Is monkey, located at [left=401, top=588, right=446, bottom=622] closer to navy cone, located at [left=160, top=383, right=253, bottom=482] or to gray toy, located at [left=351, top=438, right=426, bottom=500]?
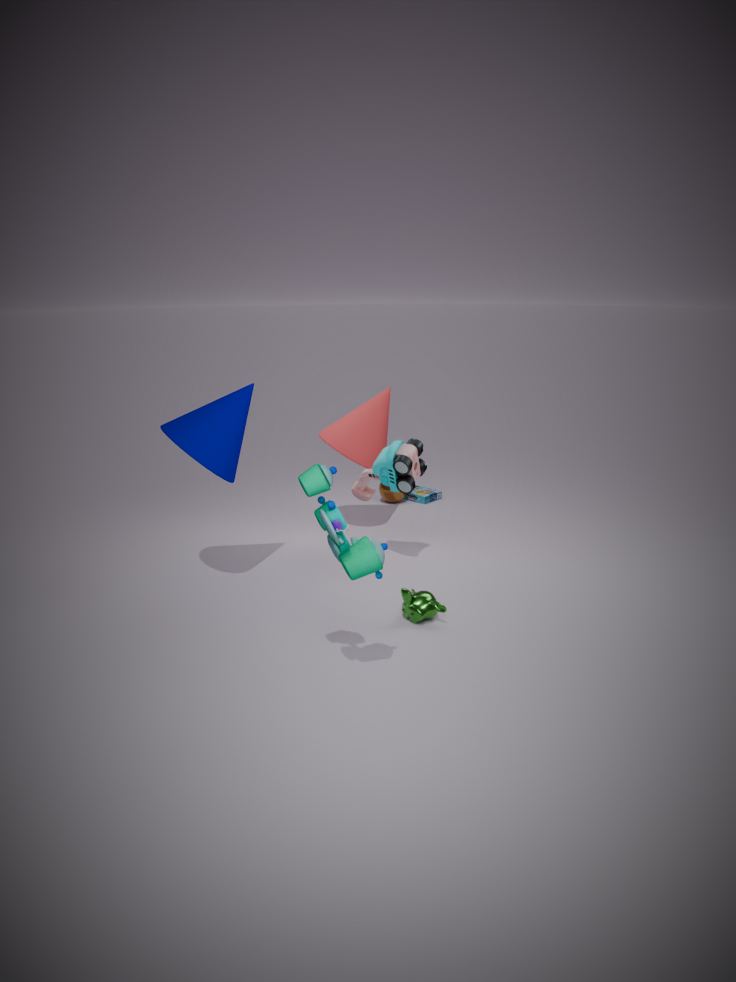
gray toy, located at [left=351, top=438, right=426, bottom=500]
